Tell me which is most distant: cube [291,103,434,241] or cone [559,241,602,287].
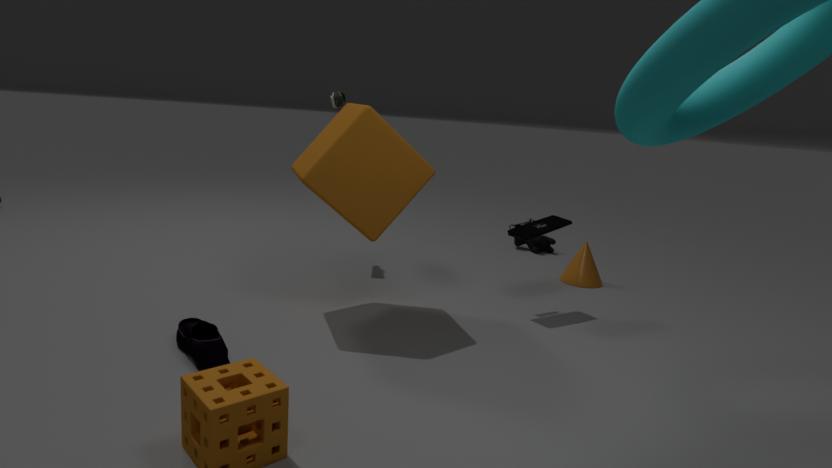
cone [559,241,602,287]
